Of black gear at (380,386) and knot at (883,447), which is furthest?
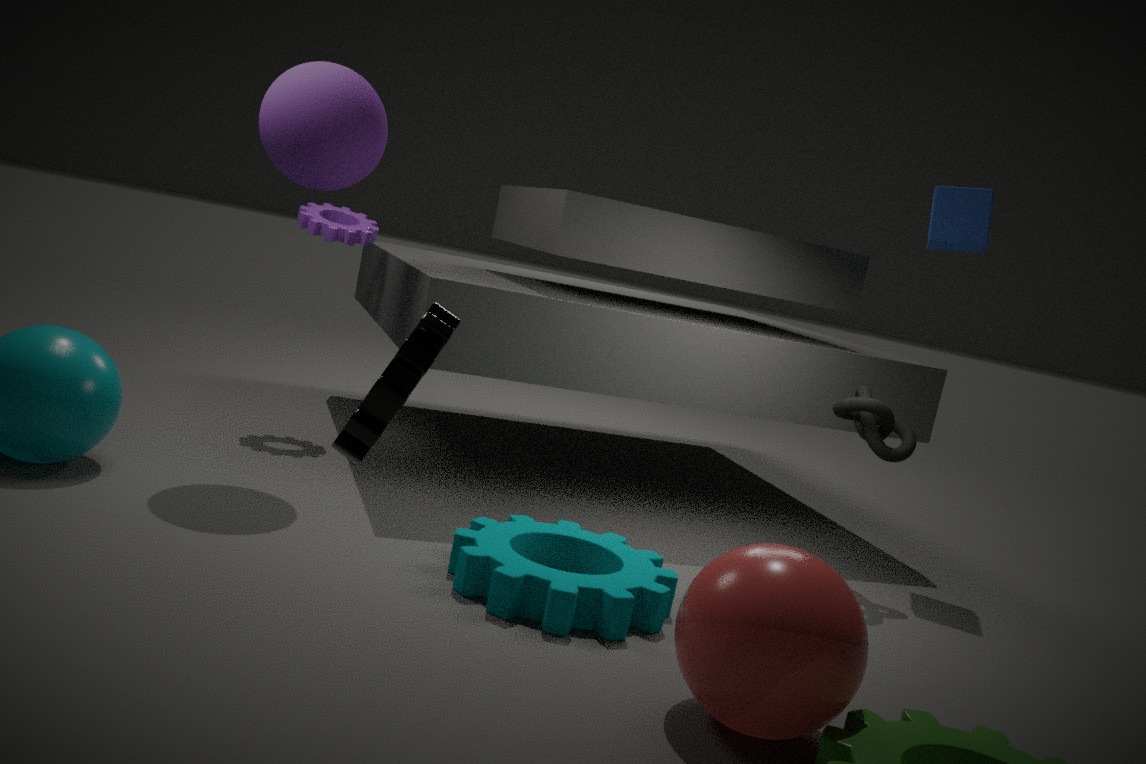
knot at (883,447)
